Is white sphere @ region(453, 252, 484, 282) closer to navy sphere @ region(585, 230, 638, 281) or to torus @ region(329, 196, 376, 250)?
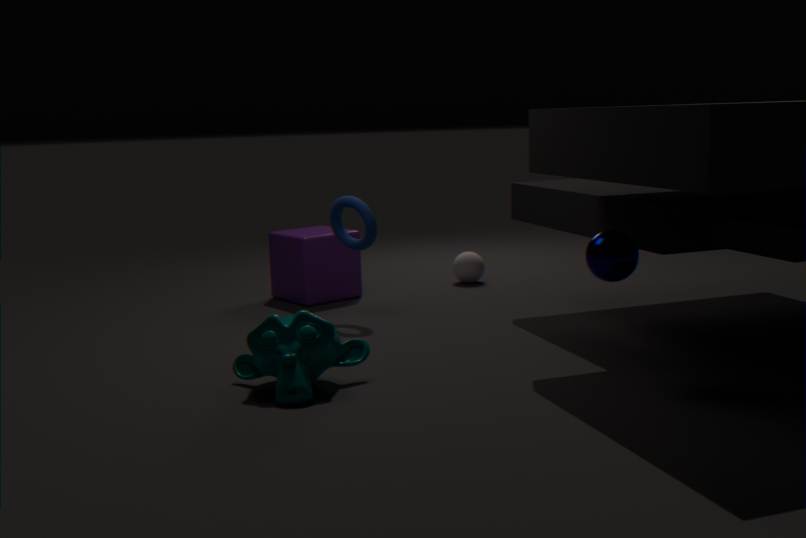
torus @ region(329, 196, 376, 250)
